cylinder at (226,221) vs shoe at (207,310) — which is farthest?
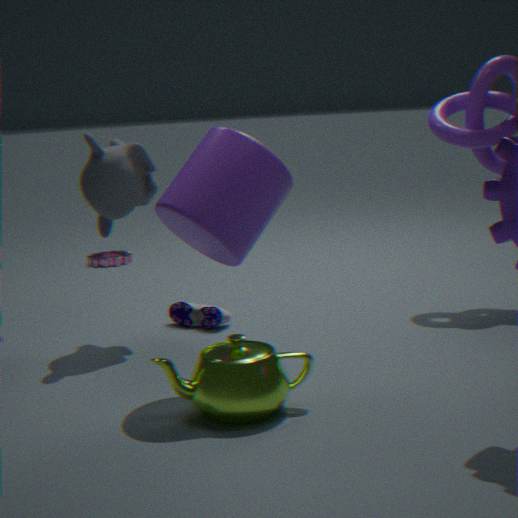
shoe at (207,310)
